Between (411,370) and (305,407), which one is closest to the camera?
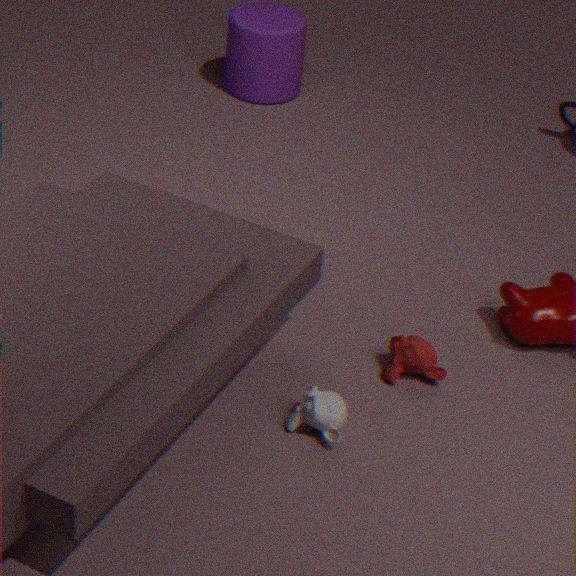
(305,407)
